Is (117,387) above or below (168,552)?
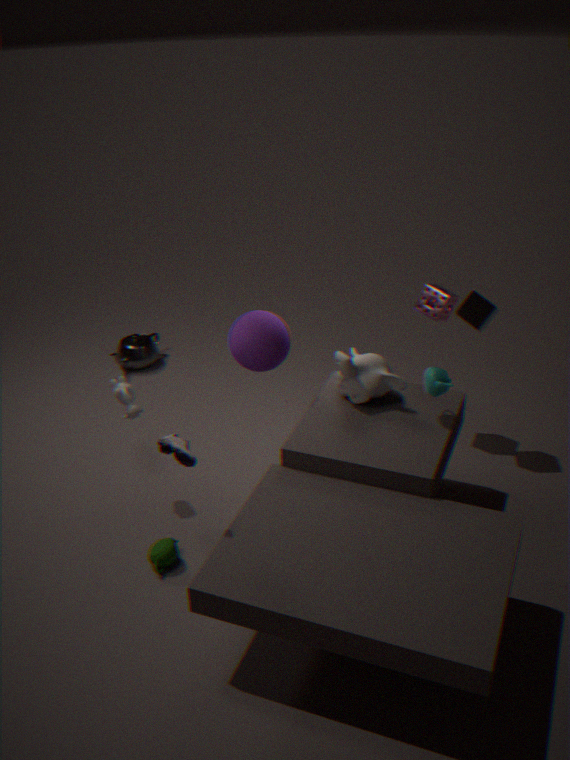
above
